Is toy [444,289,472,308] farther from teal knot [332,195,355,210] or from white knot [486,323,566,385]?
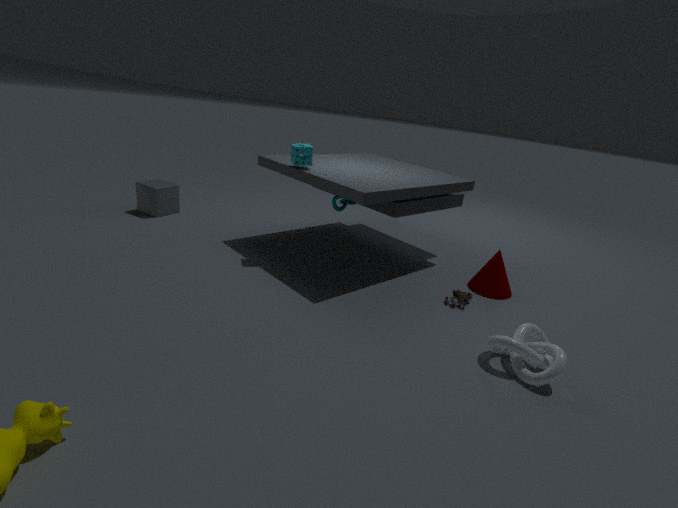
teal knot [332,195,355,210]
